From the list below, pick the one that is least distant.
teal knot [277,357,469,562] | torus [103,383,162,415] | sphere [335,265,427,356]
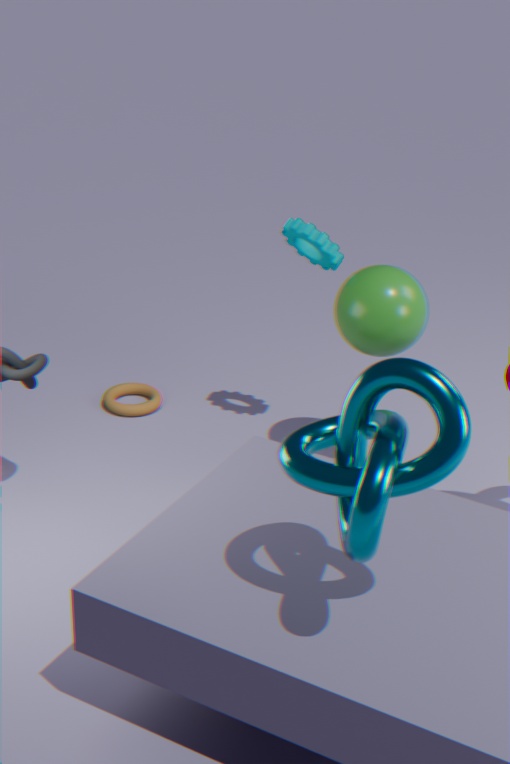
teal knot [277,357,469,562]
